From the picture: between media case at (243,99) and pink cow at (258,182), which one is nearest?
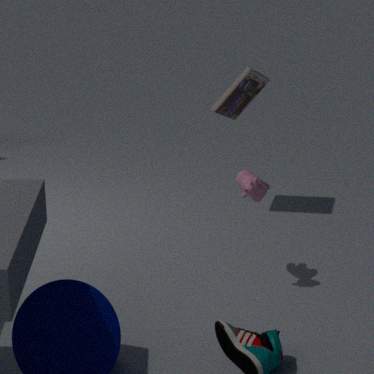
pink cow at (258,182)
